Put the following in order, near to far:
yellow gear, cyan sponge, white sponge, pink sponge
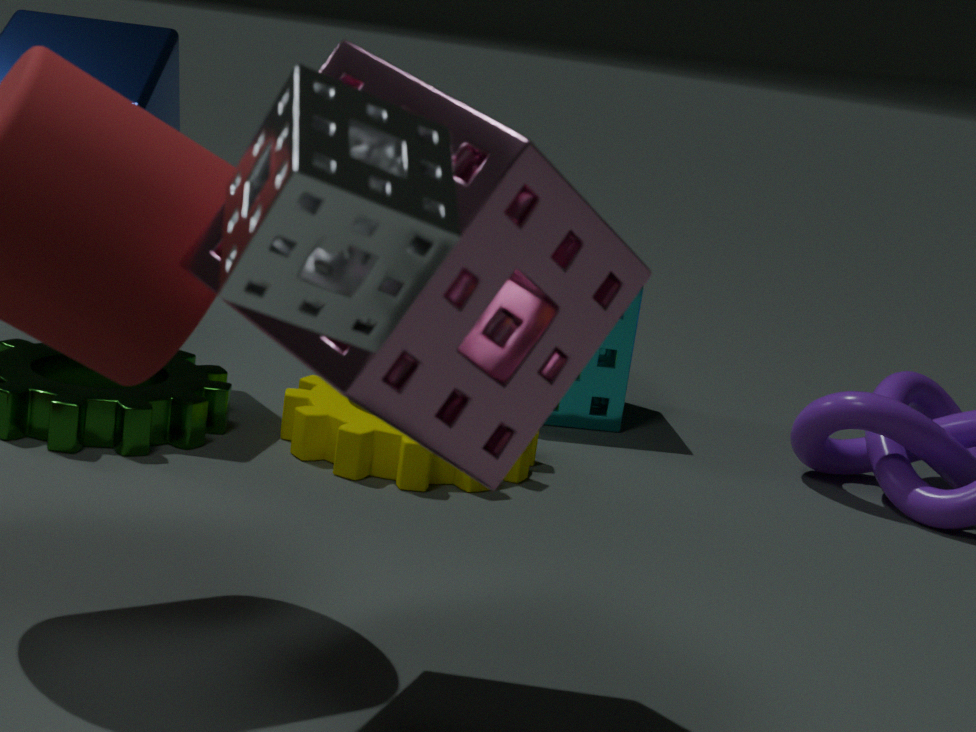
white sponge → pink sponge → yellow gear → cyan sponge
